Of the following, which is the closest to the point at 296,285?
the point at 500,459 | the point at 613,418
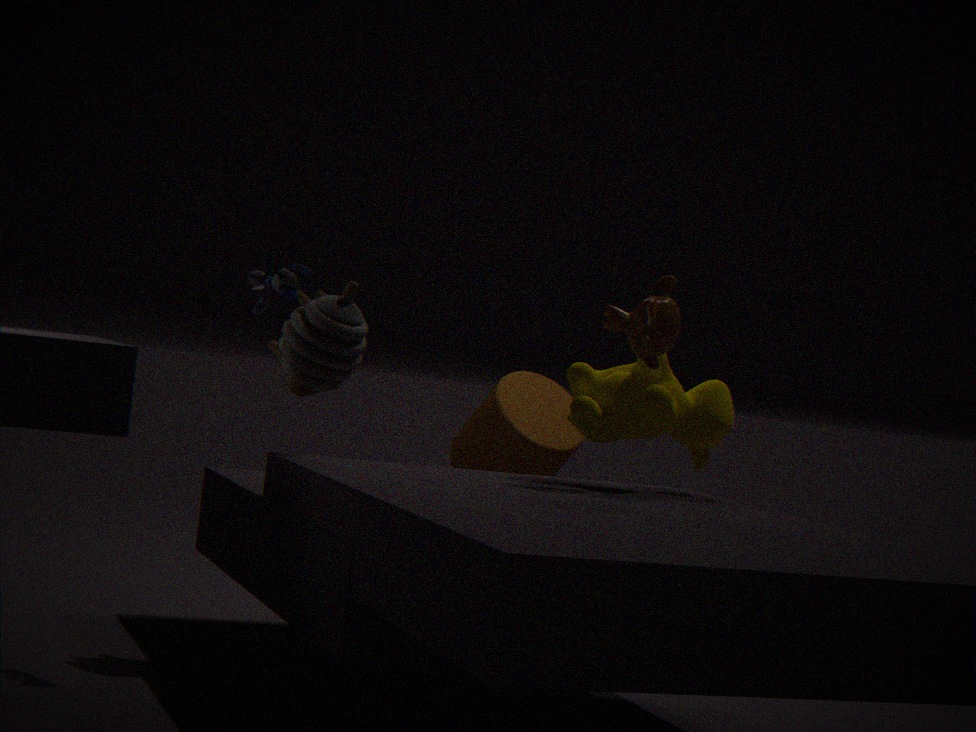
the point at 613,418
